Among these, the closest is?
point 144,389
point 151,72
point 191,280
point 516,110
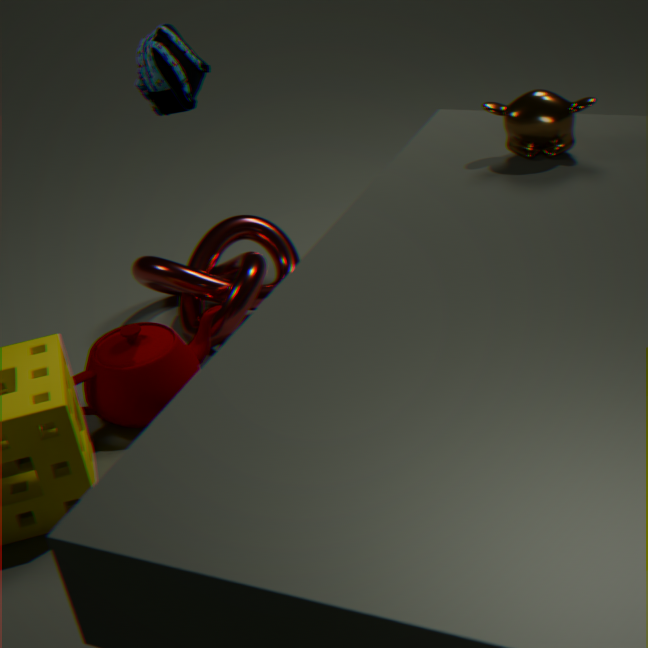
point 516,110
